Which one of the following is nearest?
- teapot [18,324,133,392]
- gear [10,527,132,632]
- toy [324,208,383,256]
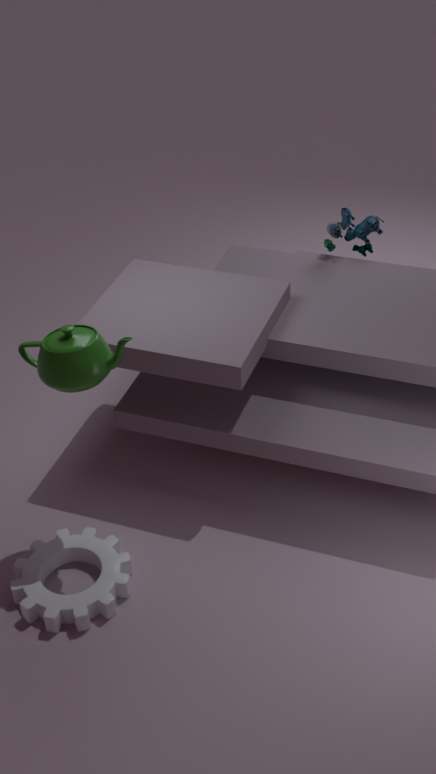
teapot [18,324,133,392]
